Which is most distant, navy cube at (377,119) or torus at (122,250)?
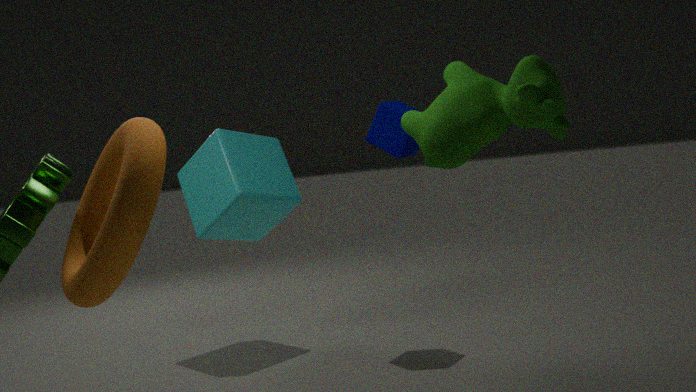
navy cube at (377,119)
